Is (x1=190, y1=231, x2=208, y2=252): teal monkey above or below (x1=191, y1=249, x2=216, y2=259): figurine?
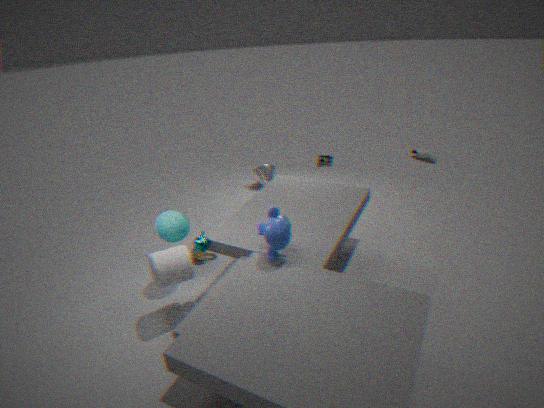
above
